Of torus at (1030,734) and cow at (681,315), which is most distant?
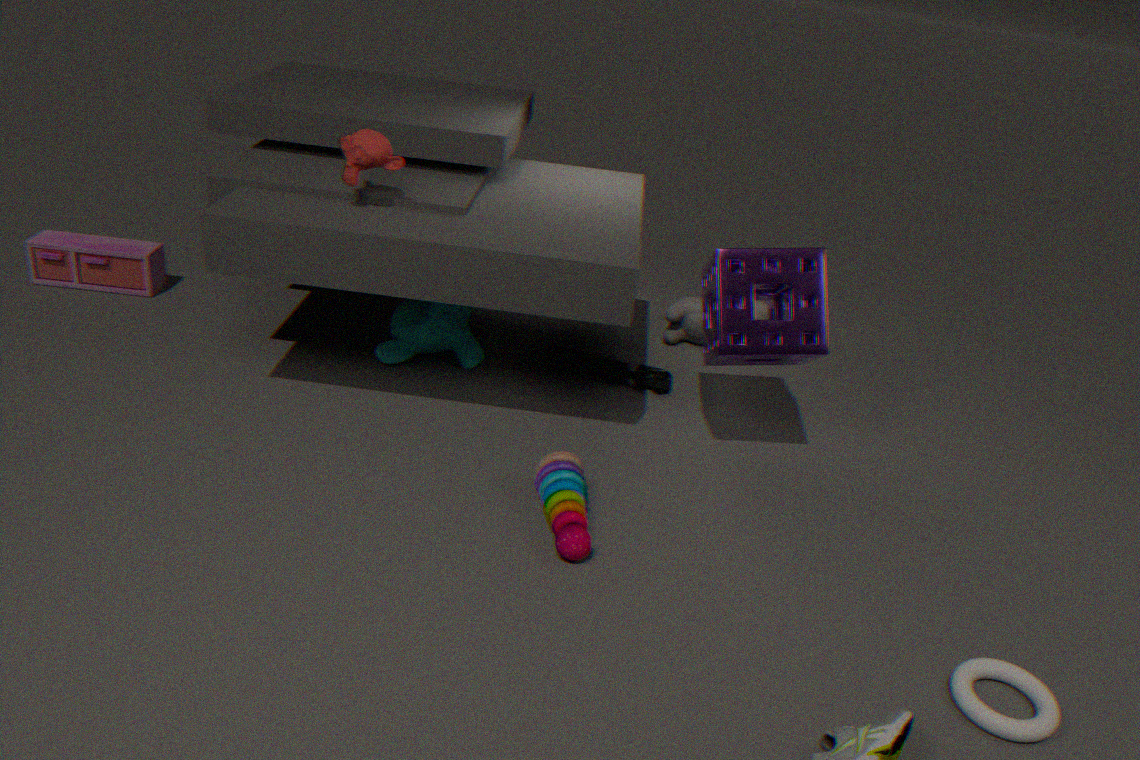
cow at (681,315)
